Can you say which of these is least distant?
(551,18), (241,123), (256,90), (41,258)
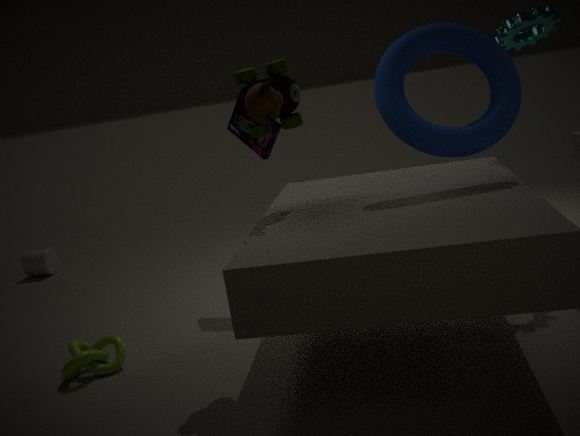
(256,90)
